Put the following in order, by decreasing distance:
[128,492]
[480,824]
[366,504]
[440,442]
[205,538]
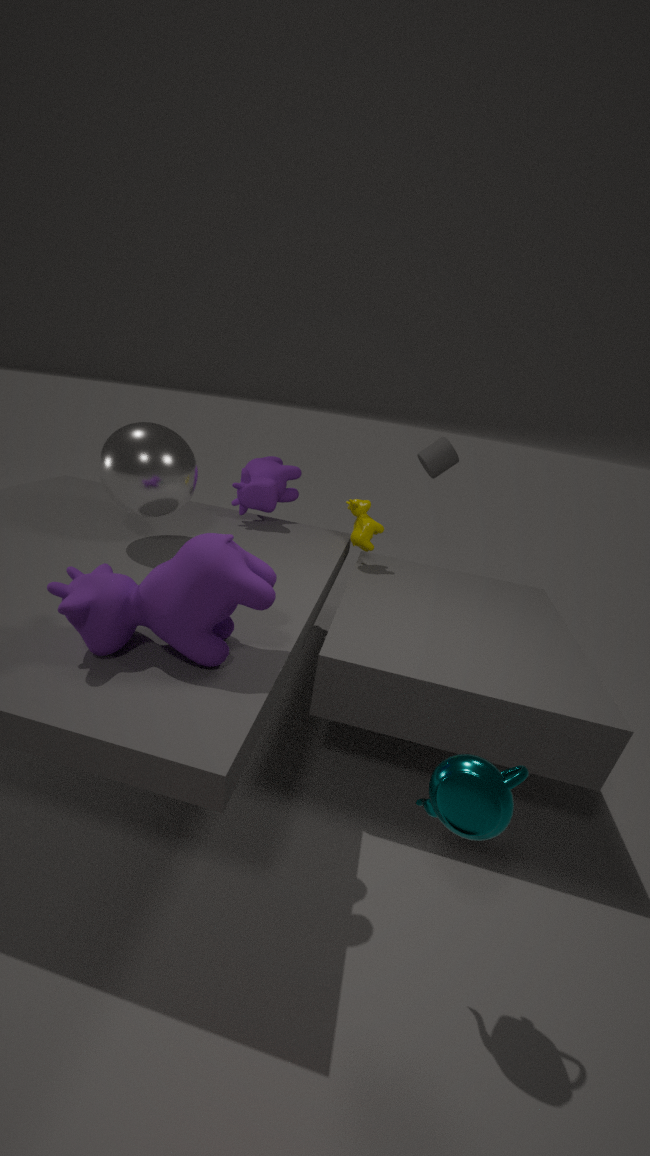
[440,442] < [366,504] < [128,492] < [205,538] < [480,824]
